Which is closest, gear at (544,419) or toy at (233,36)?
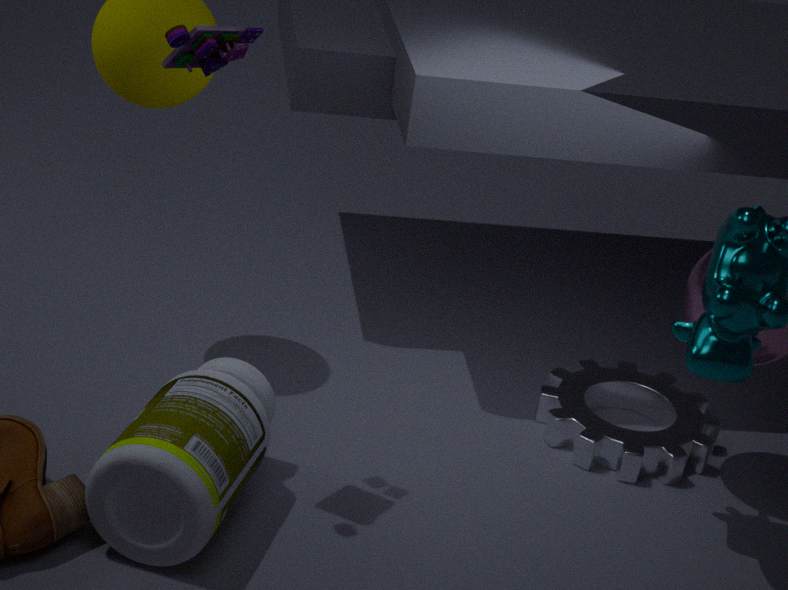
toy at (233,36)
